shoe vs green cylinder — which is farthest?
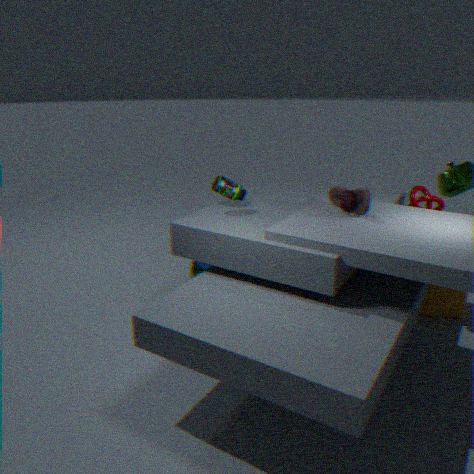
green cylinder
